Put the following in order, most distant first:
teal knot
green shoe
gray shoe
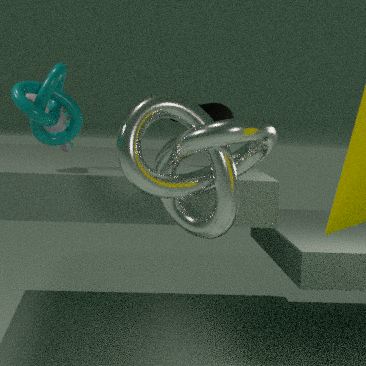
green shoe, gray shoe, teal knot
